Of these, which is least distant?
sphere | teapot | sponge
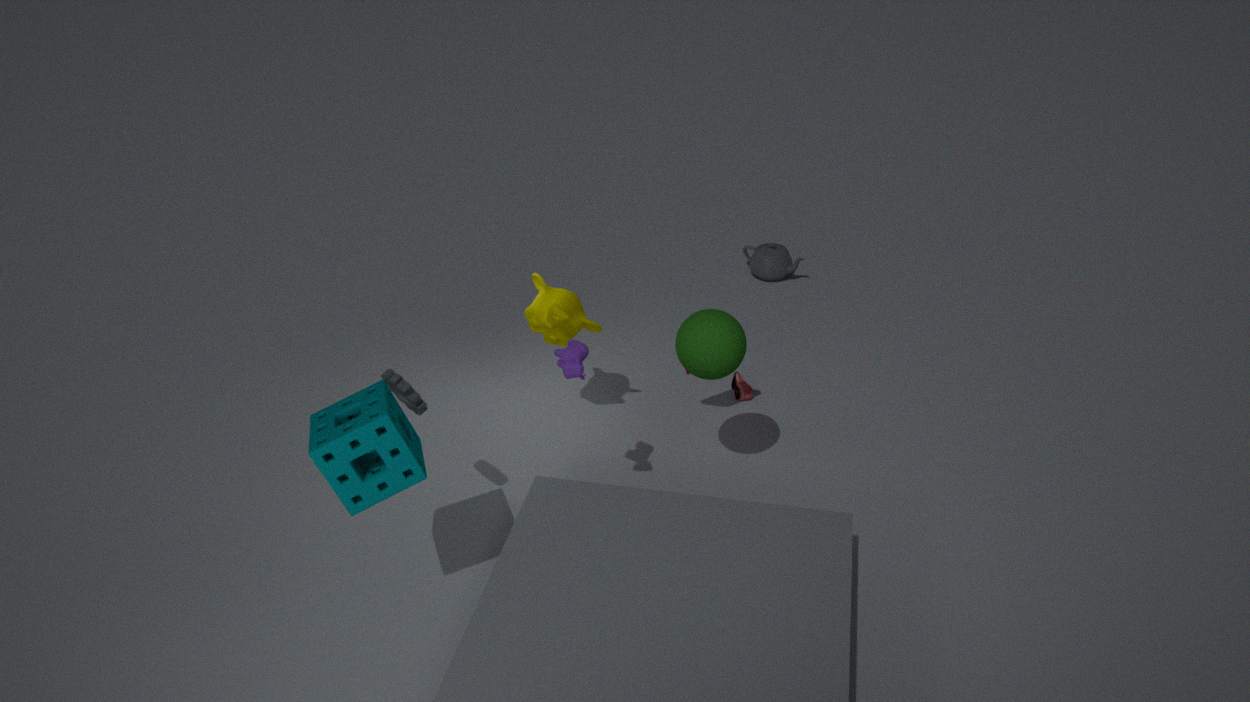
sponge
